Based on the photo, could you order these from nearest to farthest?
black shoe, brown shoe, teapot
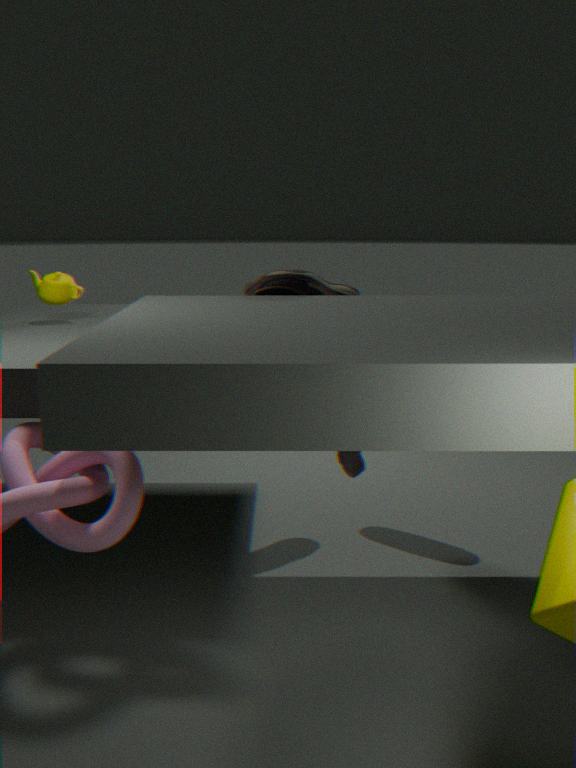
black shoe → brown shoe → teapot
